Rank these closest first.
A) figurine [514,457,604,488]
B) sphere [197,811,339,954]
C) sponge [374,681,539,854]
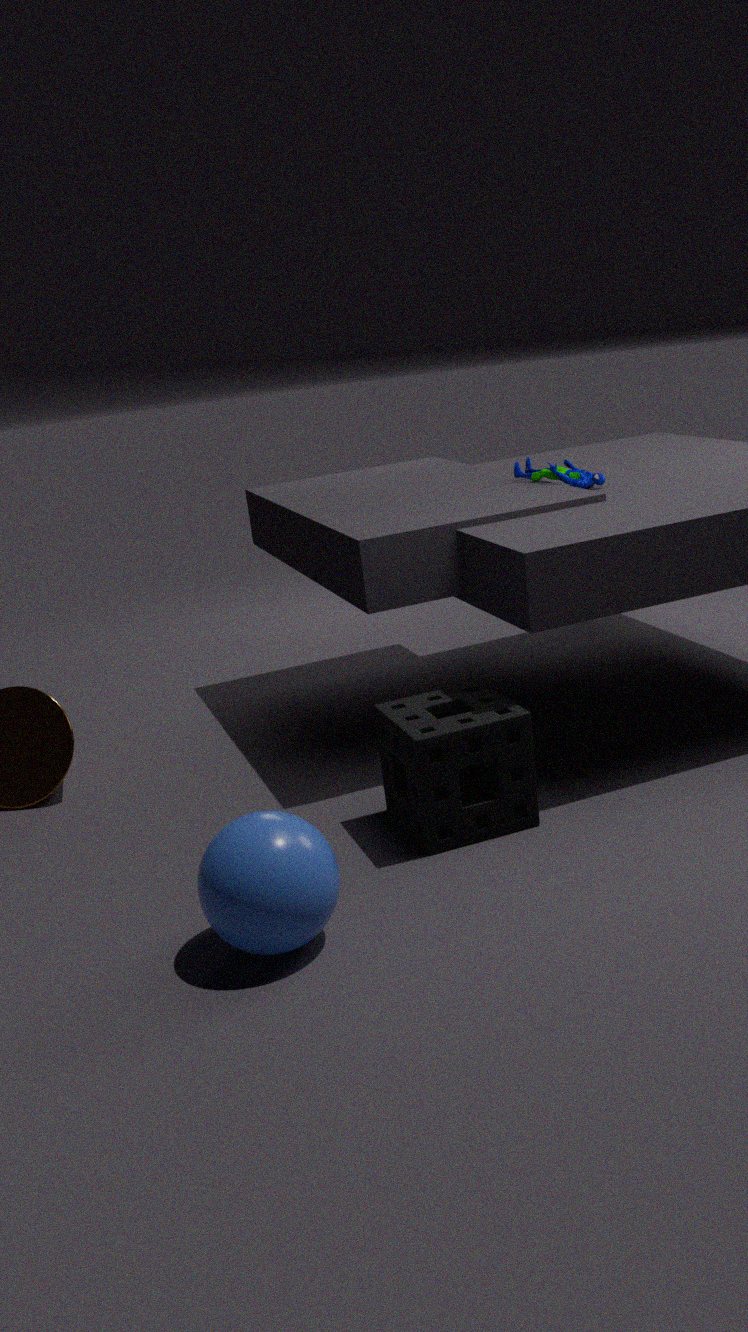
1. B. sphere [197,811,339,954]
2. C. sponge [374,681,539,854]
3. A. figurine [514,457,604,488]
